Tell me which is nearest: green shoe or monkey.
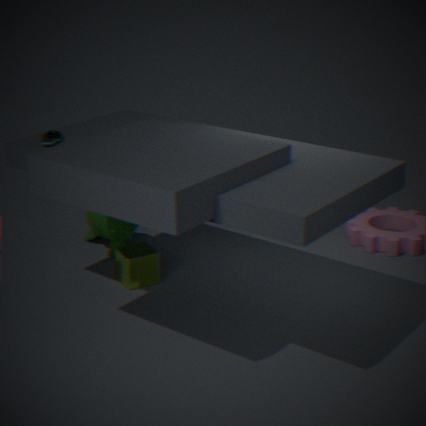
green shoe
